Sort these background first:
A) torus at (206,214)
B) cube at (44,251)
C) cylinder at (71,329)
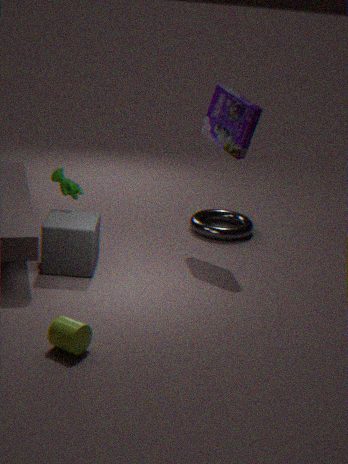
torus at (206,214), cube at (44,251), cylinder at (71,329)
